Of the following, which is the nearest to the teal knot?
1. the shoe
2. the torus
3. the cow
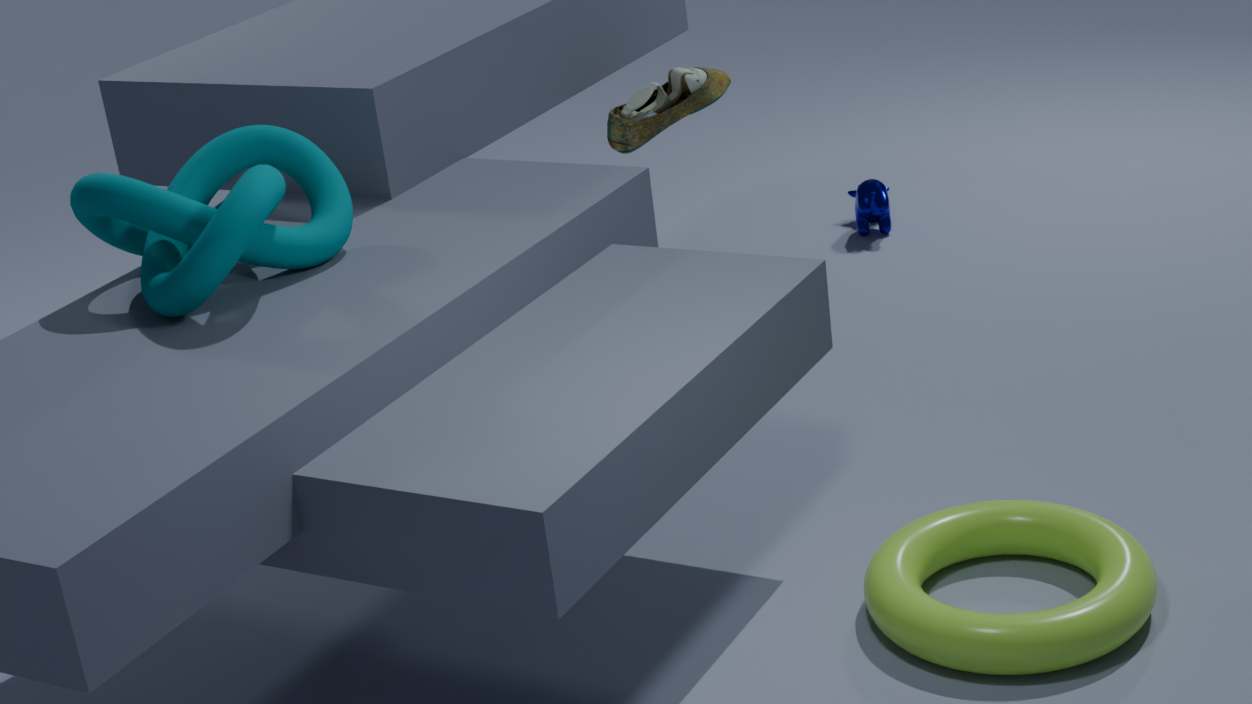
the shoe
